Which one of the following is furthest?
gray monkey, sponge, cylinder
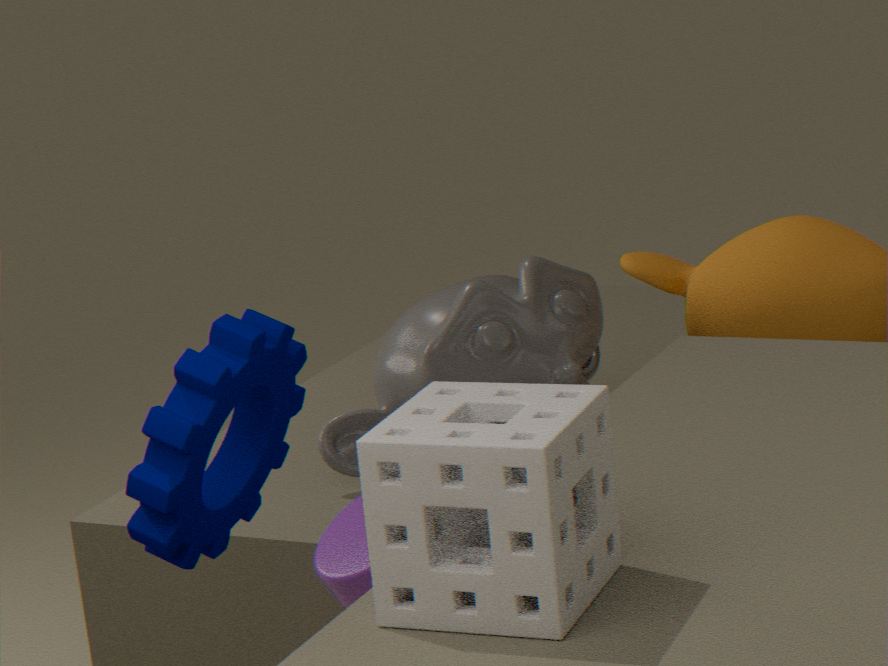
gray monkey
